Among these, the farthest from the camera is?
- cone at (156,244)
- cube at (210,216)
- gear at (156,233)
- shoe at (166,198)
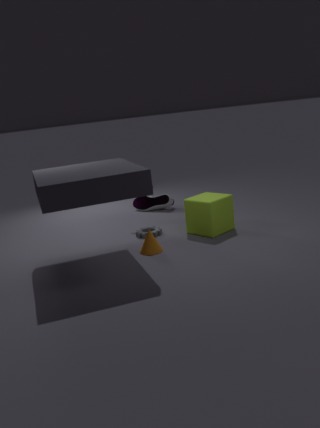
shoe at (166,198)
